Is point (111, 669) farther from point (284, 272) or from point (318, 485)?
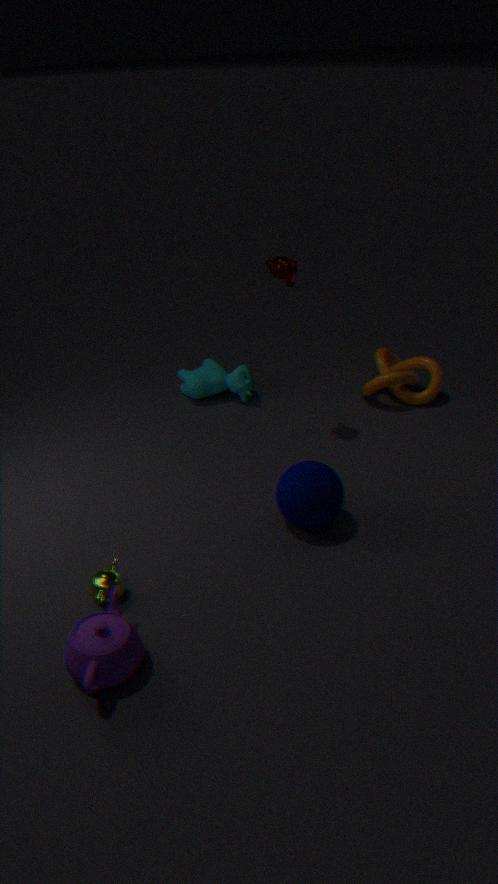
point (284, 272)
